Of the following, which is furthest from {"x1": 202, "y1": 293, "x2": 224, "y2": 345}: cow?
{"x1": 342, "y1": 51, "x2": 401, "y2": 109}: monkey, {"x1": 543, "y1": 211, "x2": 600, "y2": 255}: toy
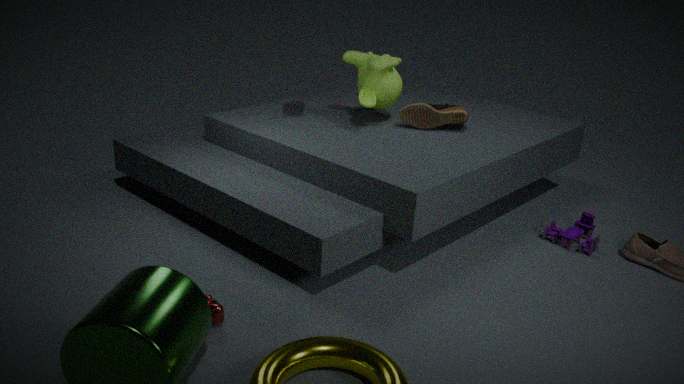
{"x1": 543, "y1": 211, "x2": 600, "y2": 255}: toy
